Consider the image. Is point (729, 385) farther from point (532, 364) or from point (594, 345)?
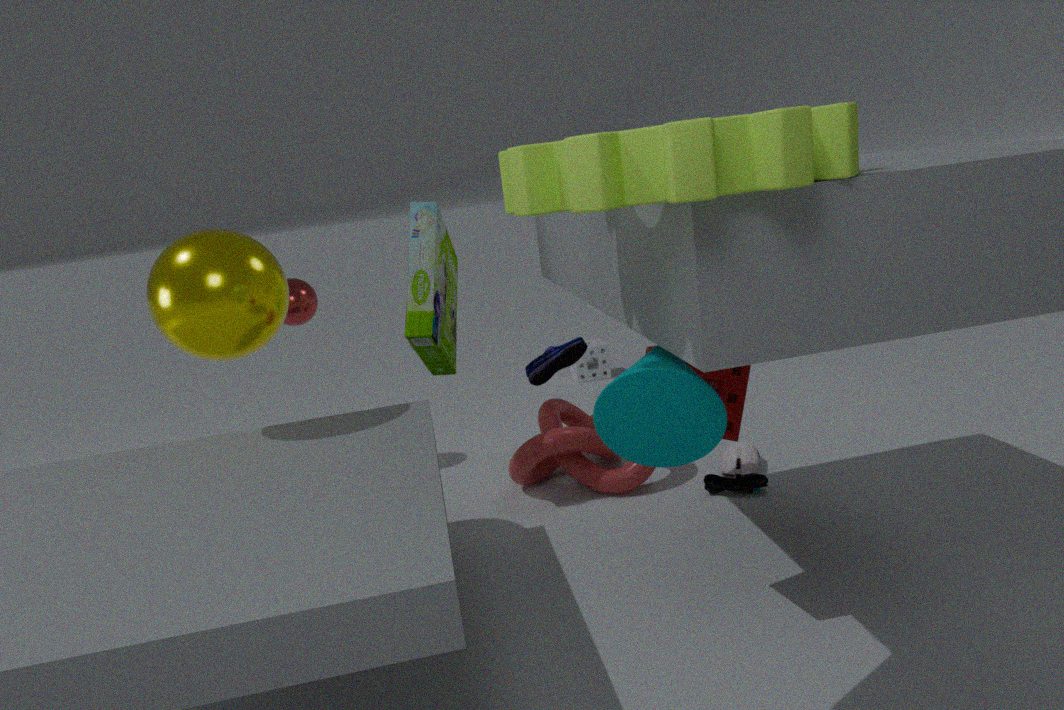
point (594, 345)
